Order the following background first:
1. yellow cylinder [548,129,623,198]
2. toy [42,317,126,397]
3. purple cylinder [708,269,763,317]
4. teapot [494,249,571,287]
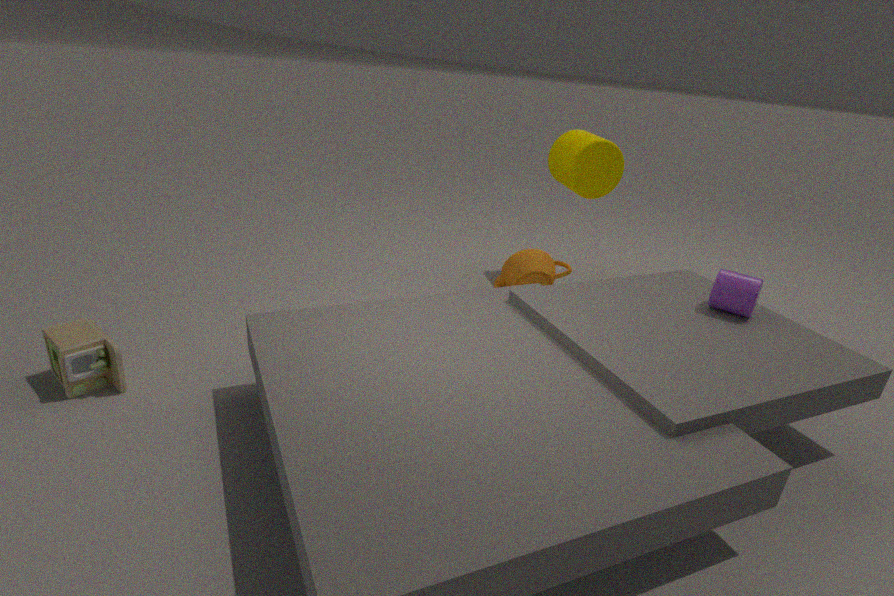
1. yellow cylinder [548,129,623,198]
2. teapot [494,249,571,287]
3. purple cylinder [708,269,763,317]
4. toy [42,317,126,397]
